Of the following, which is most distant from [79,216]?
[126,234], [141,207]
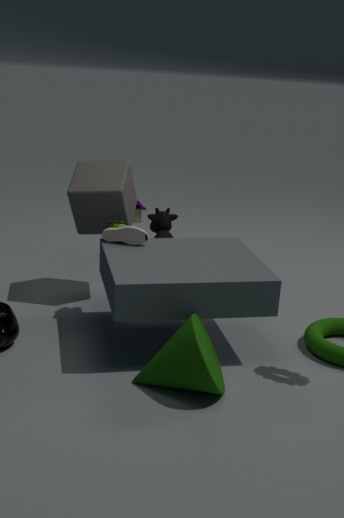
[141,207]
